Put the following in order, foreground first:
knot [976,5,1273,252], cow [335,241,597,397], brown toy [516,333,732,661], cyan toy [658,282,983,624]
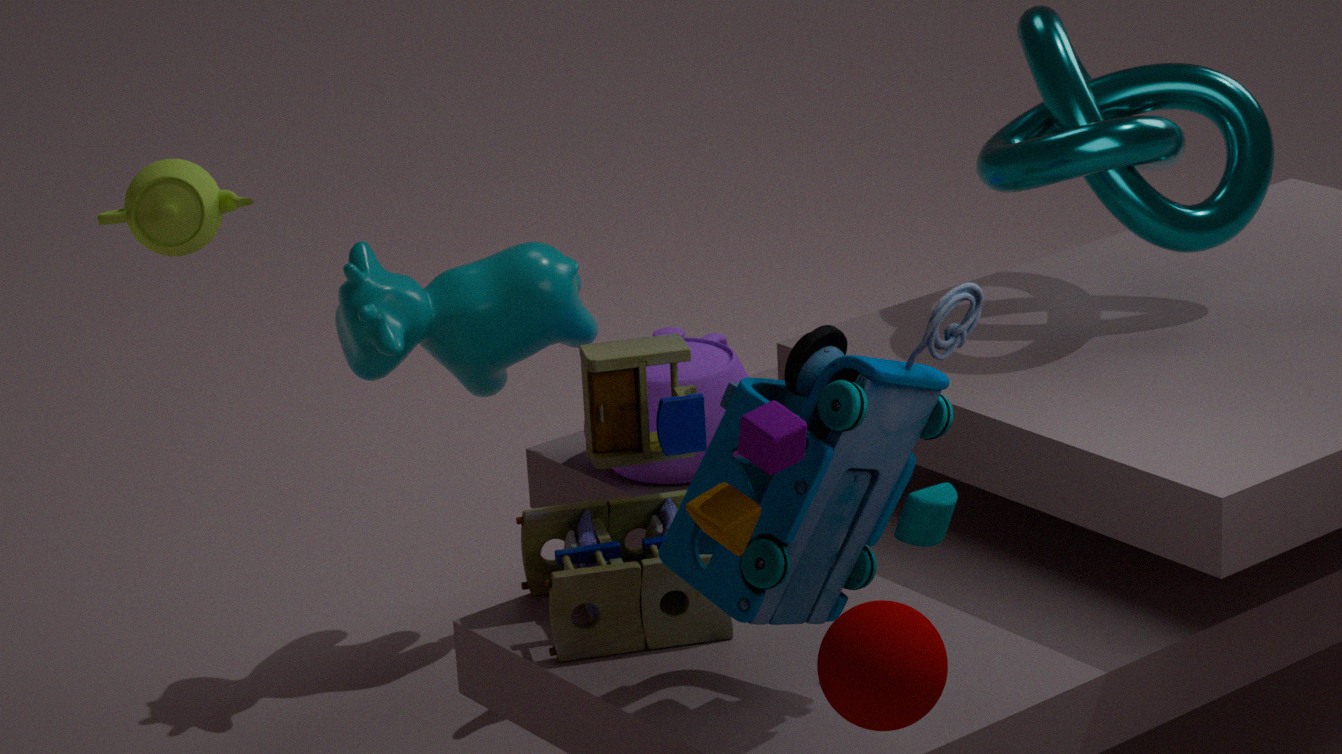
cyan toy [658,282,983,624] < brown toy [516,333,732,661] < knot [976,5,1273,252] < cow [335,241,597,397]
